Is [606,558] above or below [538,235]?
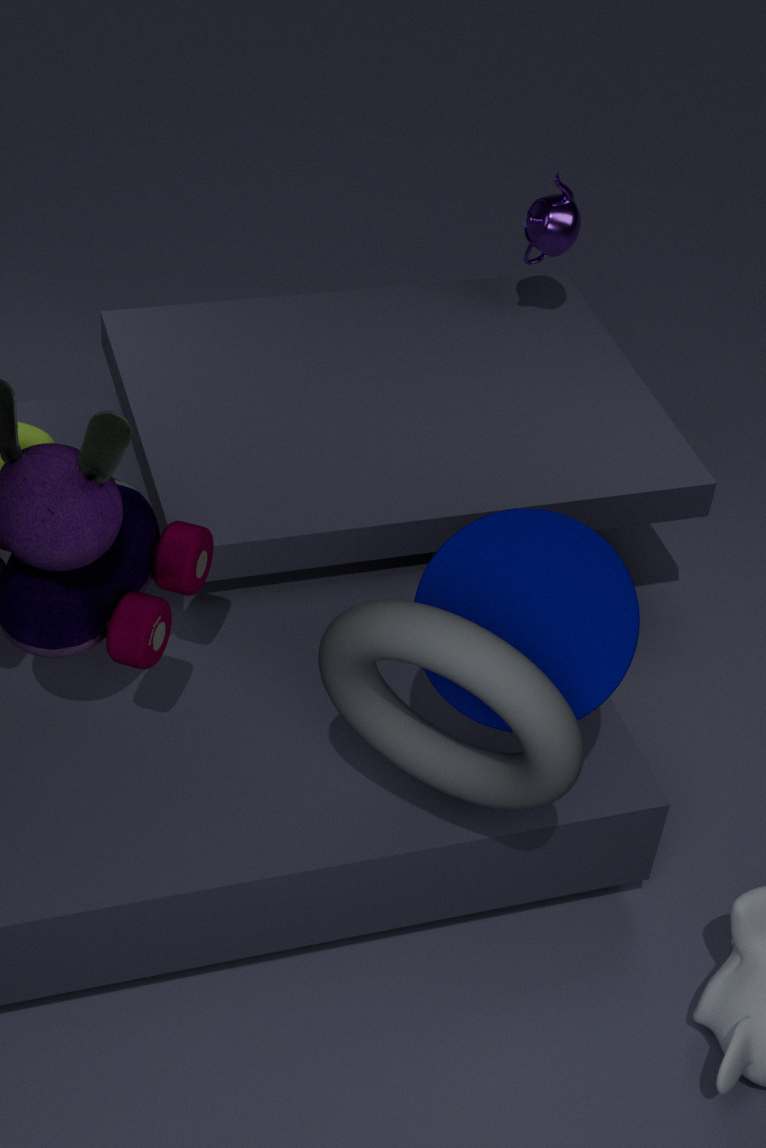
below
